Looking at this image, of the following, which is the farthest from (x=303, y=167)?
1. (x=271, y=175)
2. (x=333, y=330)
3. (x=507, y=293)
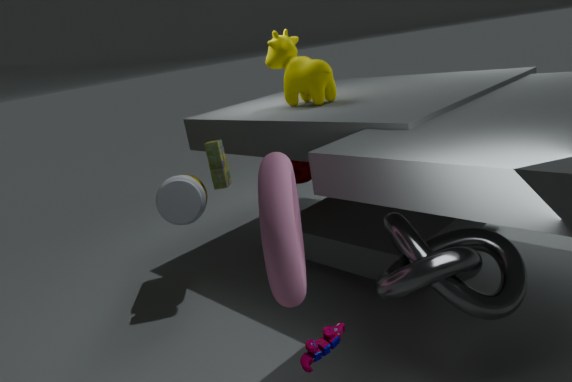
(x=333, y=330)
